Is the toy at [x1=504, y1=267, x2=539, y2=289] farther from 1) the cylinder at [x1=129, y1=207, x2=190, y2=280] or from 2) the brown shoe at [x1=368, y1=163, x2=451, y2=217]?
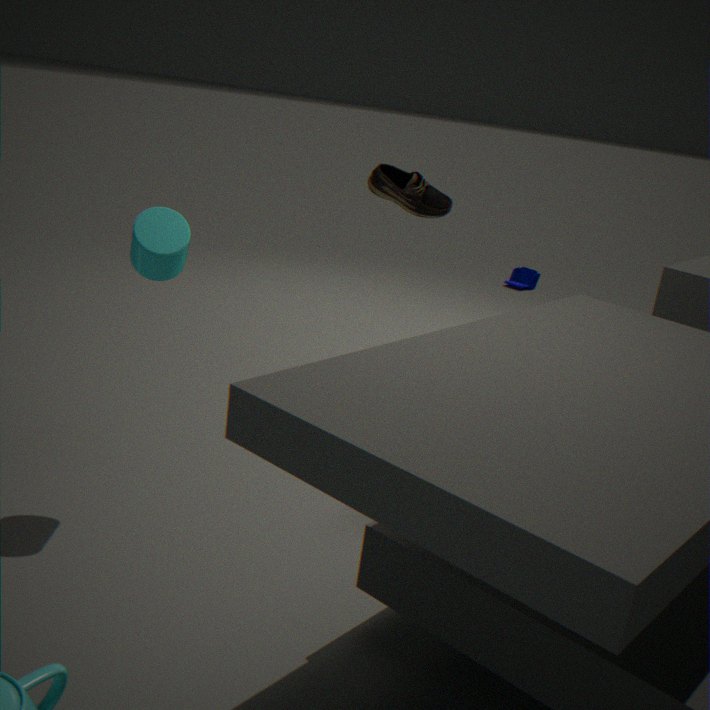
1) the cylinder at [x1=129, y1=207, x2=190, y2=280]
